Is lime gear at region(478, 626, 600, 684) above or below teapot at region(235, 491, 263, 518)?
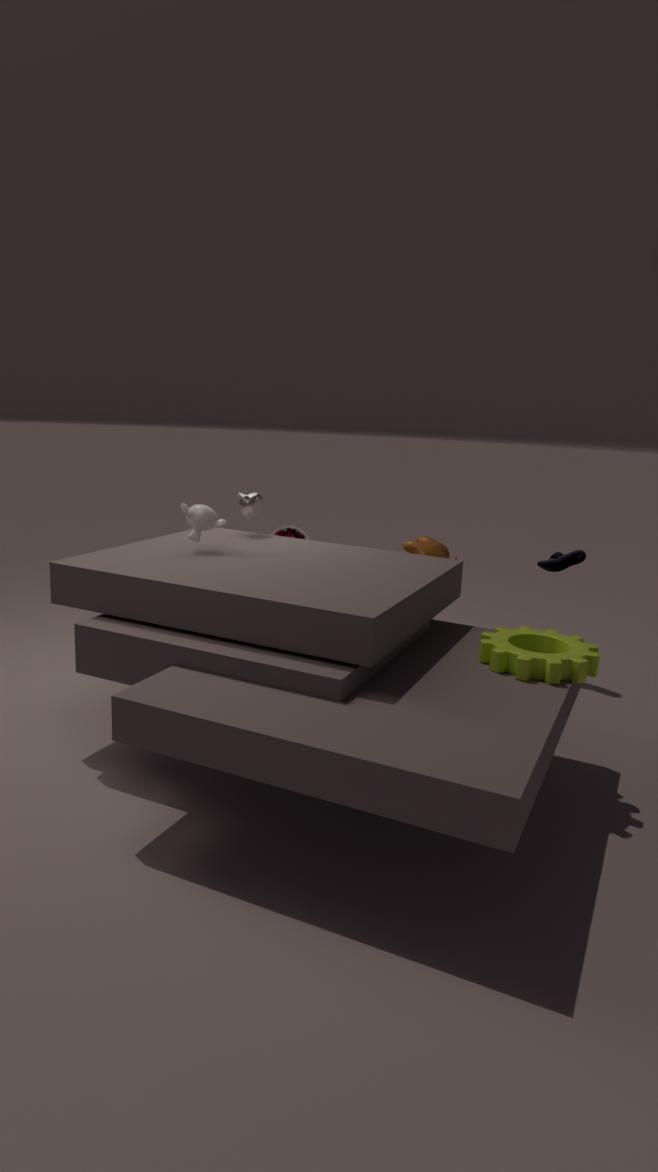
below
